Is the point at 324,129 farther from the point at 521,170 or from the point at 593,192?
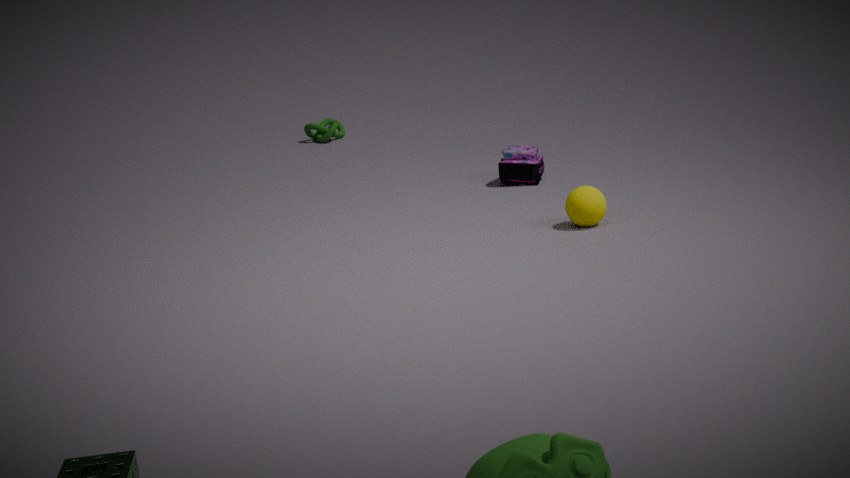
the point at 593,192
